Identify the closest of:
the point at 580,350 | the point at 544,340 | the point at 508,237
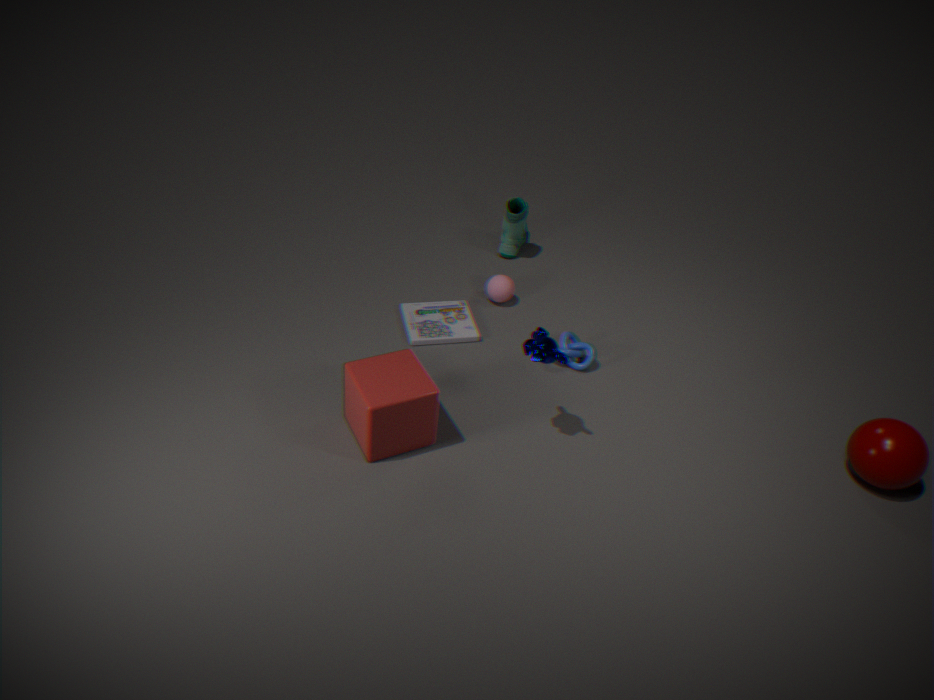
the point at 544,340
